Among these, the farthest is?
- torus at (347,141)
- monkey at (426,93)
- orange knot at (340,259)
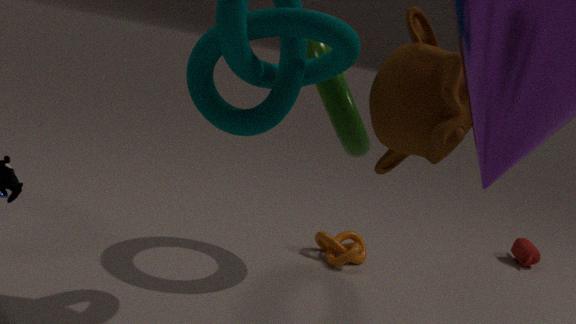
orange knot at (340,259)
